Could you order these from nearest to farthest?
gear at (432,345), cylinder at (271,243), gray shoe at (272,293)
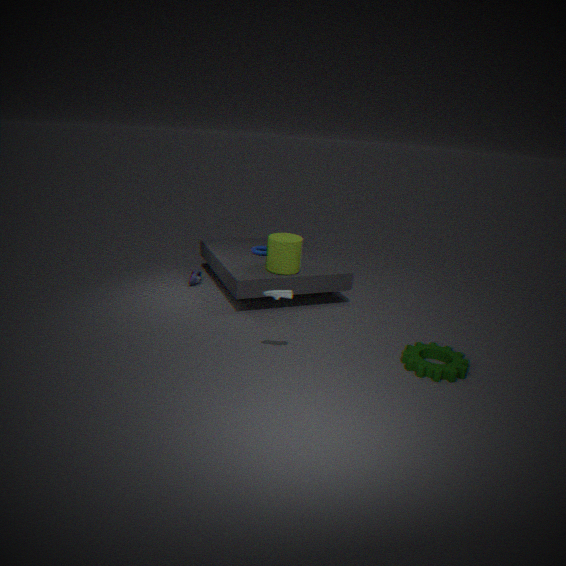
gray shoe at (272,293) → gear at (432,345) → cylinder at (271,243)
